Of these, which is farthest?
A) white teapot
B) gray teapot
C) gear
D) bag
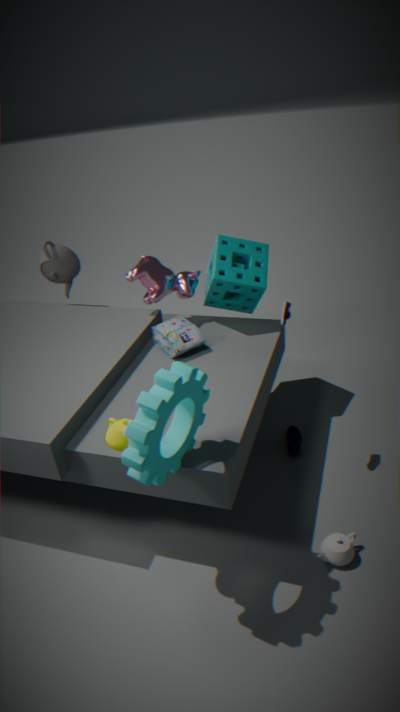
gray teapot
